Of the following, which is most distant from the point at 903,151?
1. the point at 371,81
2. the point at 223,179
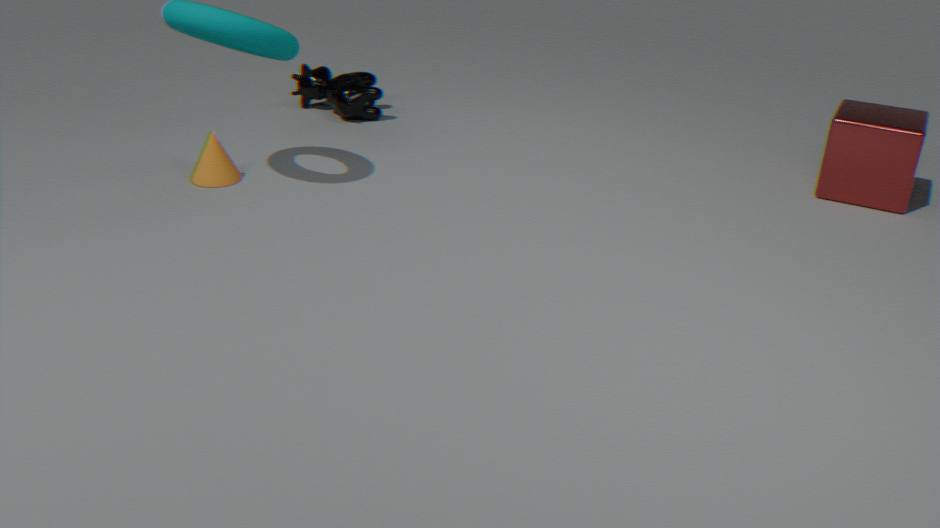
the point at 223,179
